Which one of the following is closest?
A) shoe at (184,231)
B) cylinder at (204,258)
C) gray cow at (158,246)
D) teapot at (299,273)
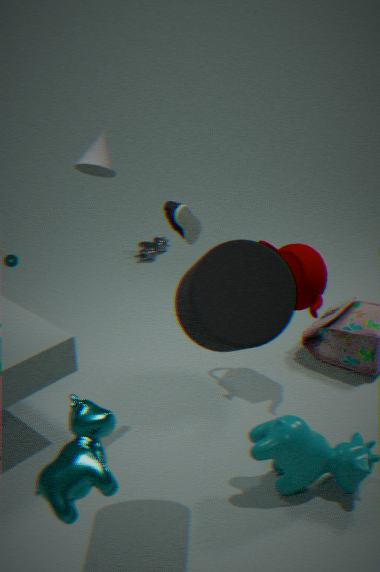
cylinder at (204,258)
